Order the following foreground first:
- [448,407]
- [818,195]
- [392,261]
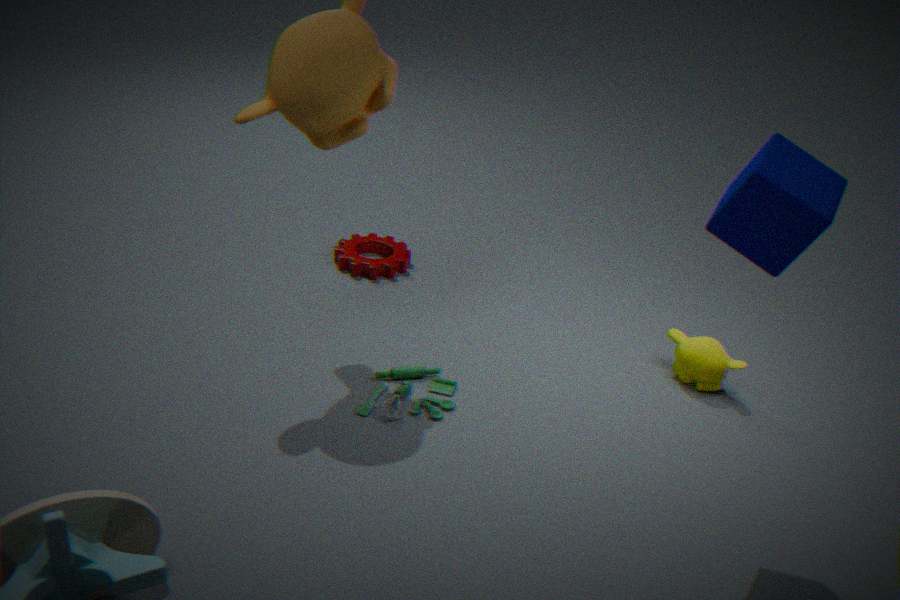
1. [818,195]
2. [448,407]
3. [392,261]
